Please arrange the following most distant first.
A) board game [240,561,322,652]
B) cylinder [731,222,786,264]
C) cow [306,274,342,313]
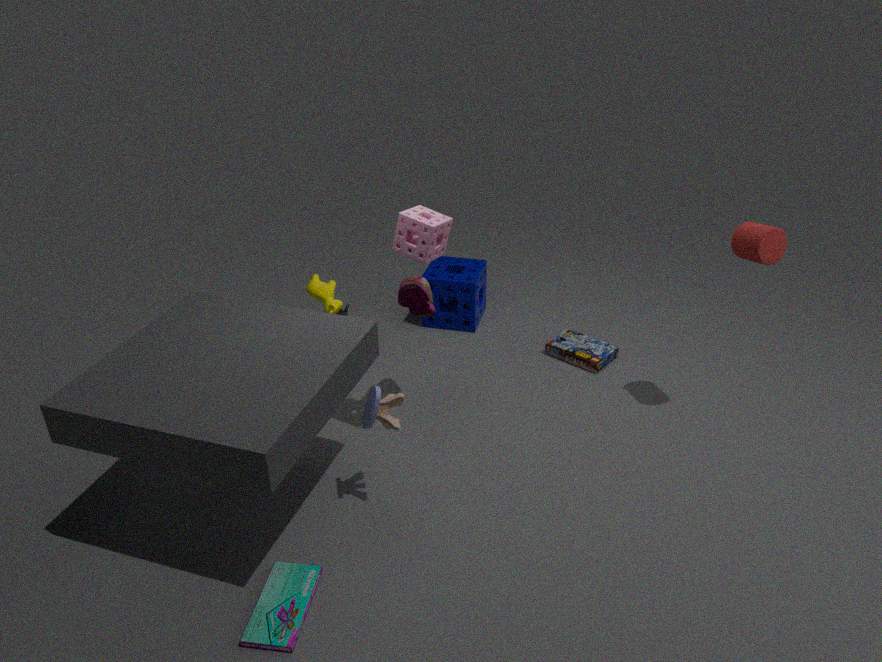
C. cow [306,274,342,313]
B. cylinder [731,222,786,264]
A. board game [240,561,322,652]
